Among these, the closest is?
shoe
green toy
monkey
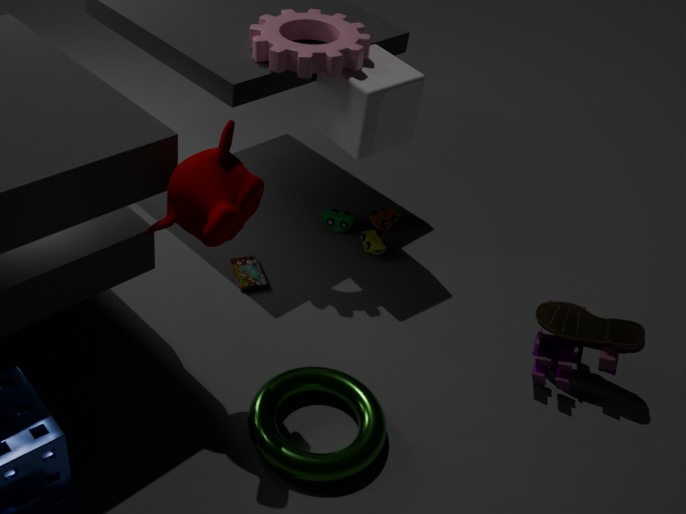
monkey
